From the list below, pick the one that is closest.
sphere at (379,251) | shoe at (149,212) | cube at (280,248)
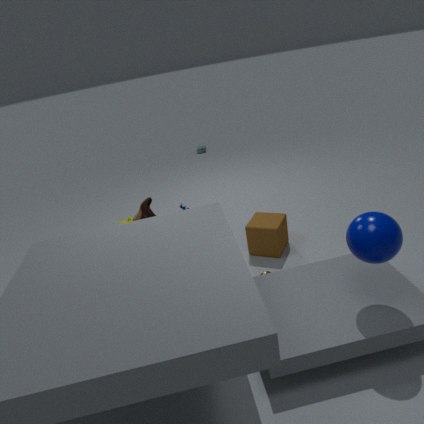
sphere at (379,251)
